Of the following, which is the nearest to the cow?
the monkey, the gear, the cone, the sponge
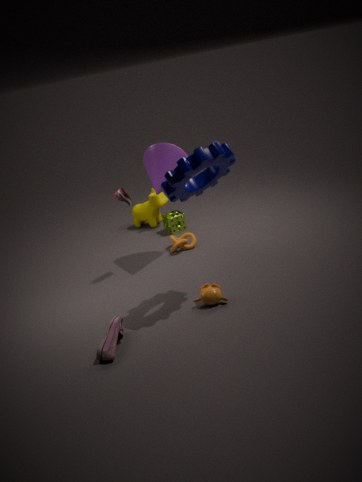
the sponge
